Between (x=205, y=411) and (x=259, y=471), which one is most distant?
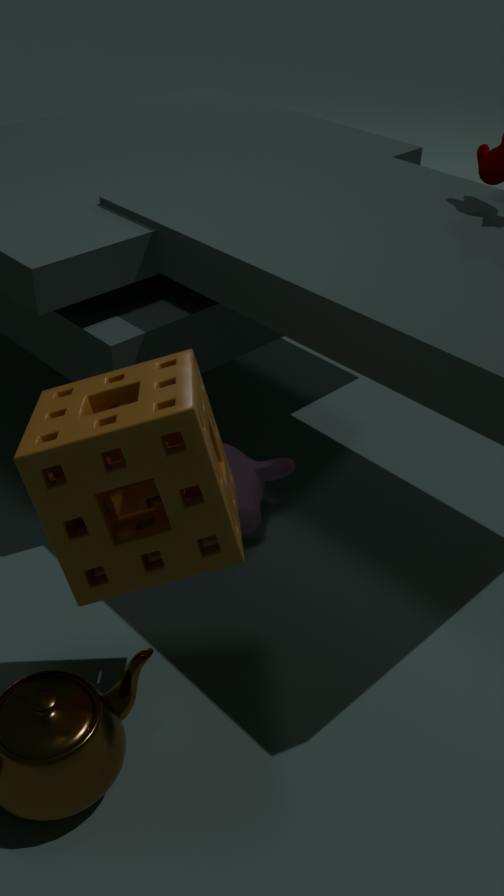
(x=259, y=471)
